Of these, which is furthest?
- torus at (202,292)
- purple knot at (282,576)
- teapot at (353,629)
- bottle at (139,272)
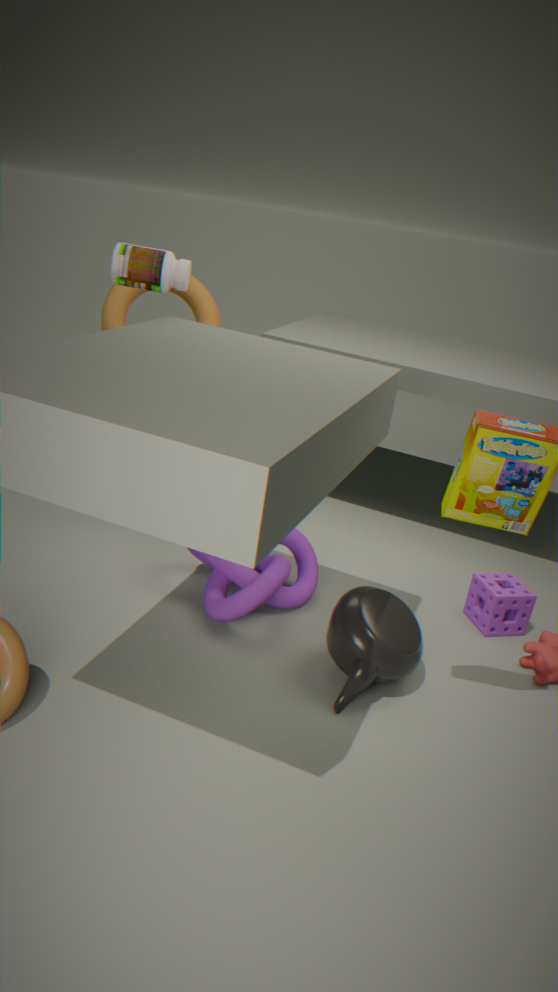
torus at (202,292)
